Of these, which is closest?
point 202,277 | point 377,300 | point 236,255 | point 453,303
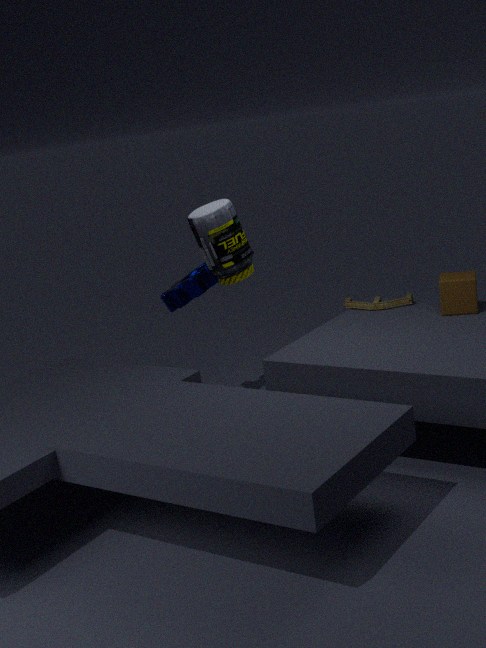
point 236,255
